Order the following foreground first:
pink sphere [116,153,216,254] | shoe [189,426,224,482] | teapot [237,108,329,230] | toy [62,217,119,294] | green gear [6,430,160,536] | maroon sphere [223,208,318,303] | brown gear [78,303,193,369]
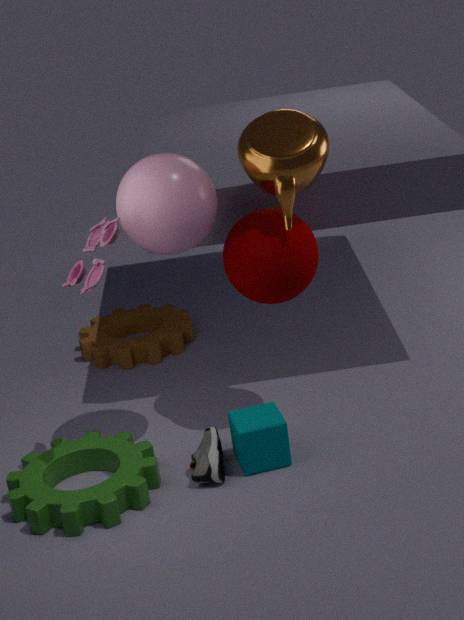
toy [62,217,119,294]
pink sphere [116,153,216,254]
green gear [6,430,160,536]
teapot [237,108,329,230]
shoe [189,426,224,482]
maroon sphere [223,208,318,303]
brown gear [78,303,193,369]
